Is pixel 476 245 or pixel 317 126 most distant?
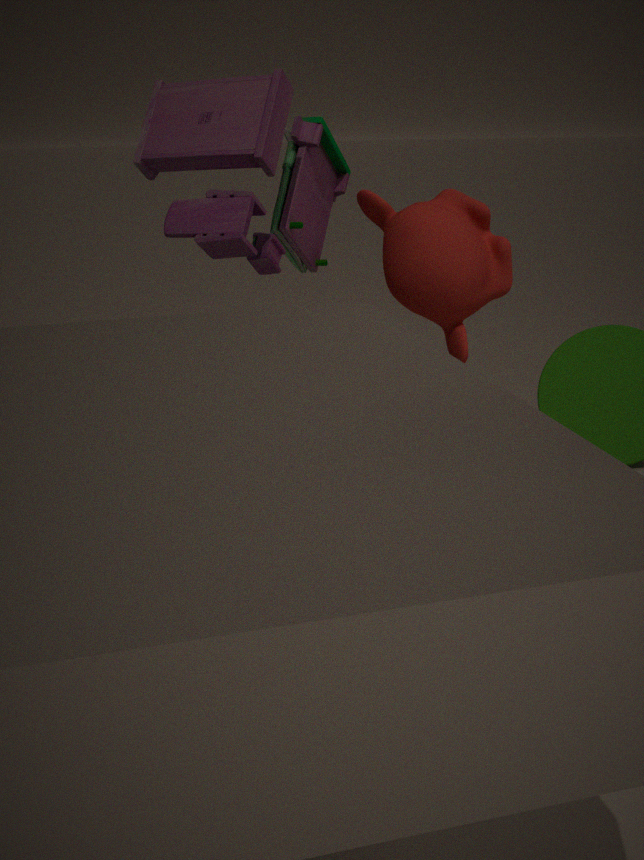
pixel 317 126
